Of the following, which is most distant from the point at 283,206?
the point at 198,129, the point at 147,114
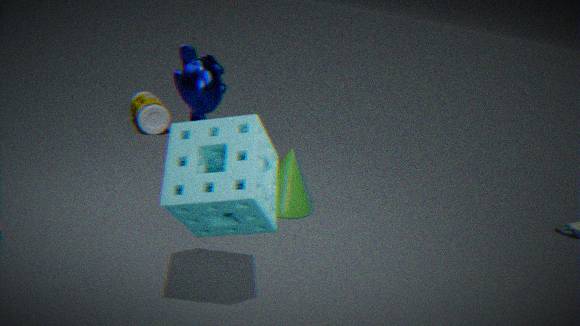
the point at 147,114
